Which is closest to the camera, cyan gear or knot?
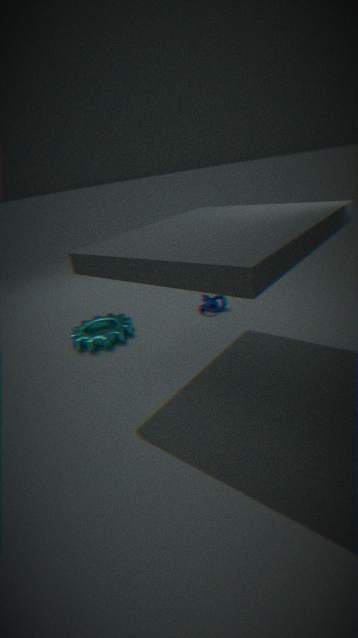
cyan gear
